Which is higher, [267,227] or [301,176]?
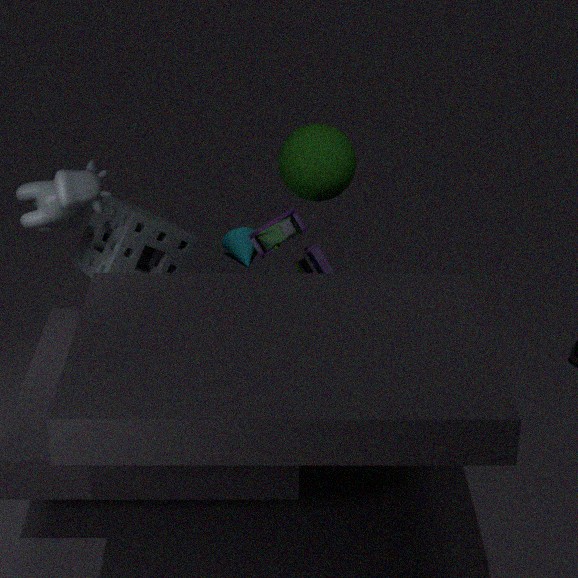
[301,176]
